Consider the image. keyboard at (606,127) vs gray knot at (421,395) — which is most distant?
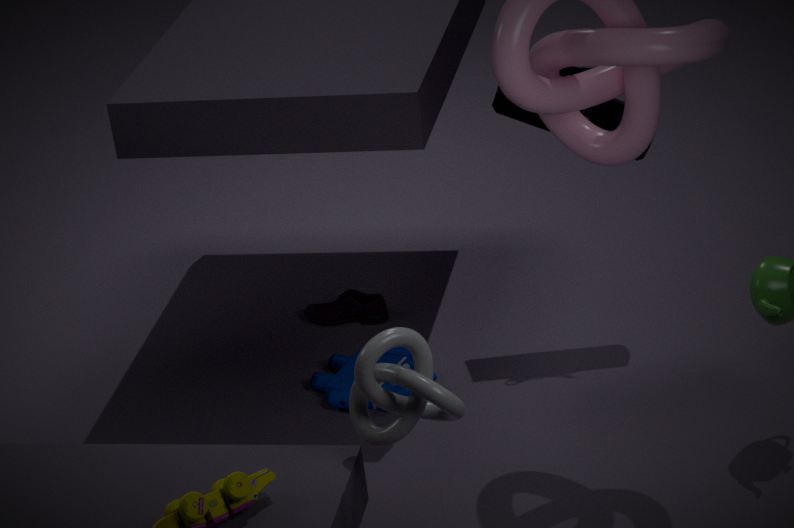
keyboard at (606,127)
